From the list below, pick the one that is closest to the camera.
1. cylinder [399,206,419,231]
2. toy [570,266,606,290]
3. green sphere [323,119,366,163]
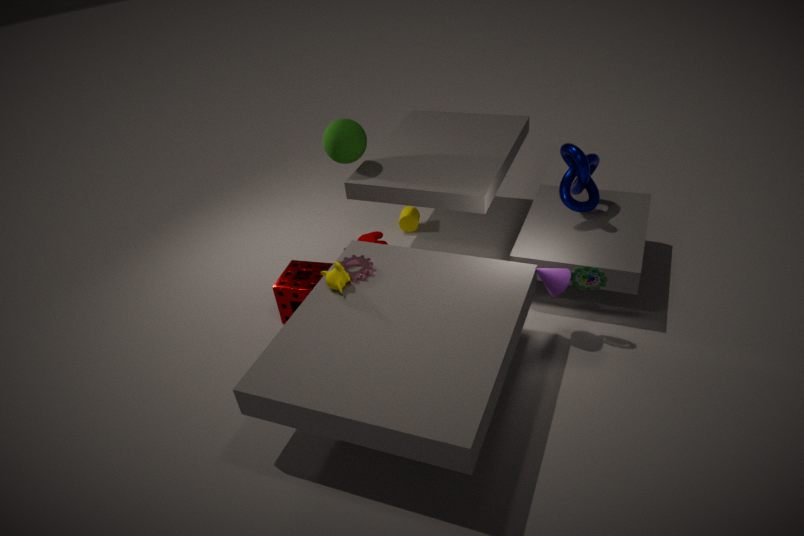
toy [570,266,606,290]
